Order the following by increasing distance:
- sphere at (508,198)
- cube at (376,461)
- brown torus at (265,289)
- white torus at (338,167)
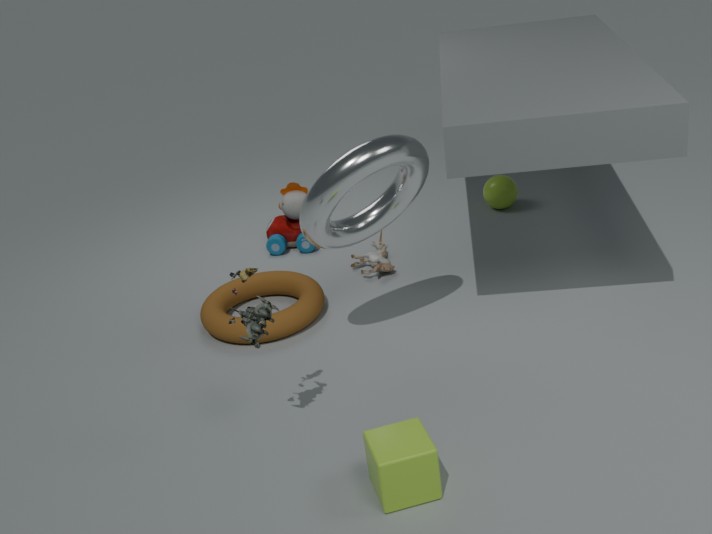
cube at (376,461)
white torus at (338,167)
brown torus at (265,289)
sphere at (508,198)
